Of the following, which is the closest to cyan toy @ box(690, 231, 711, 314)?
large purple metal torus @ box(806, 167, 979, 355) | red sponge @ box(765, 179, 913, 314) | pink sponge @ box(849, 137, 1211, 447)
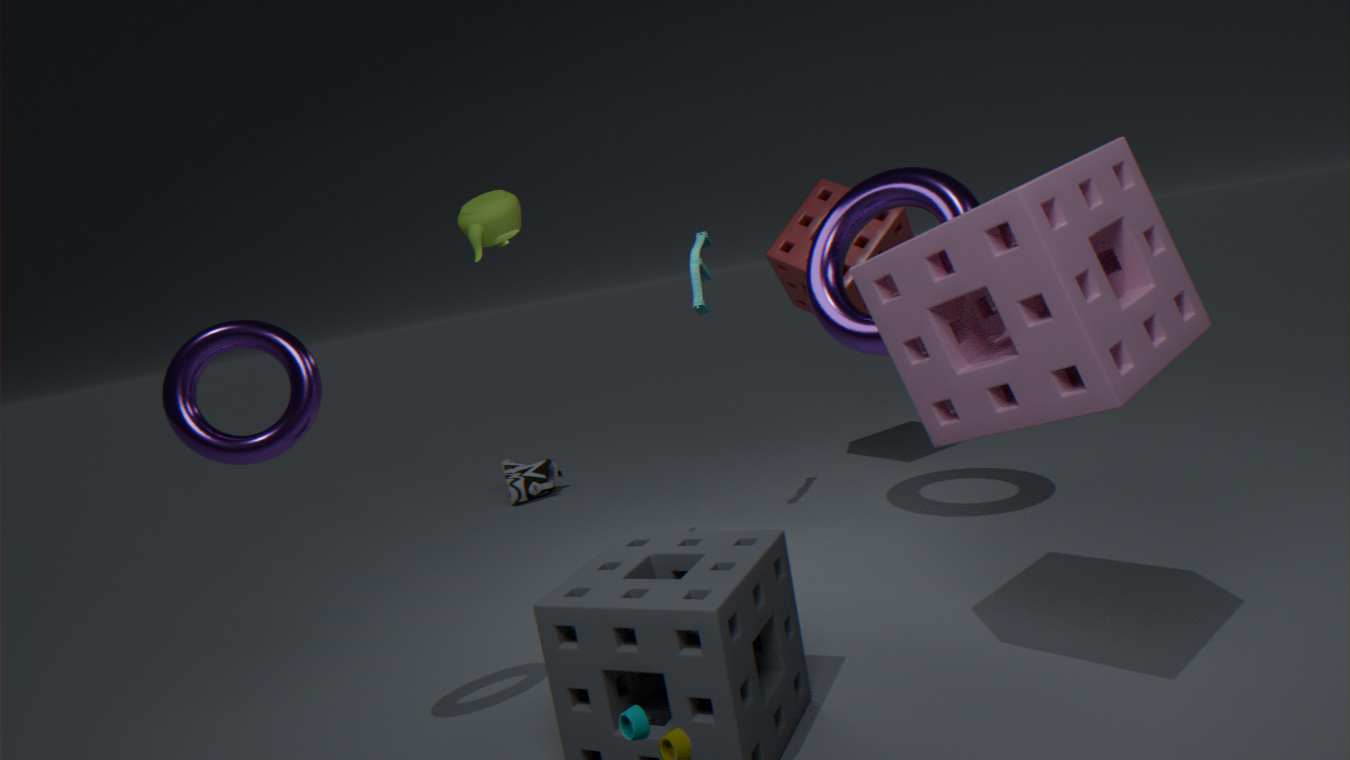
large purple metal torus @ box(806, 167, 979, 355)
